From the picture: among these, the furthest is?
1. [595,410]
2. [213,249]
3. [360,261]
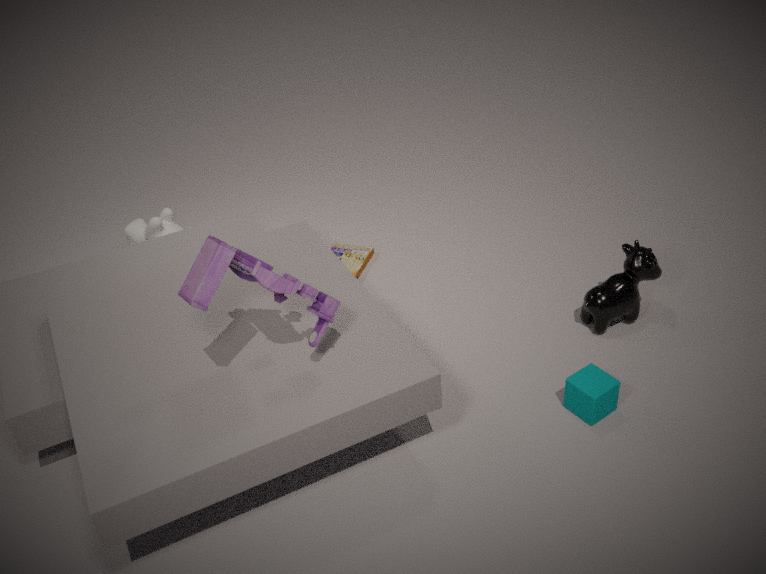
[360,261]
